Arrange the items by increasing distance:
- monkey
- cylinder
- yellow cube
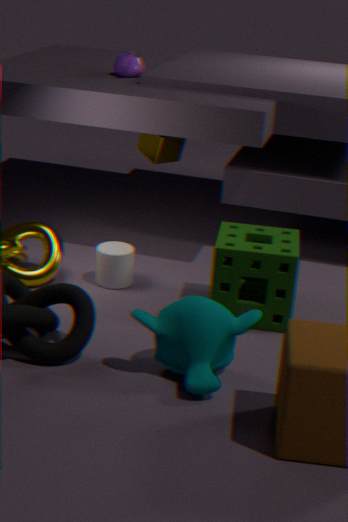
monkey
cylinder
yellow cube
